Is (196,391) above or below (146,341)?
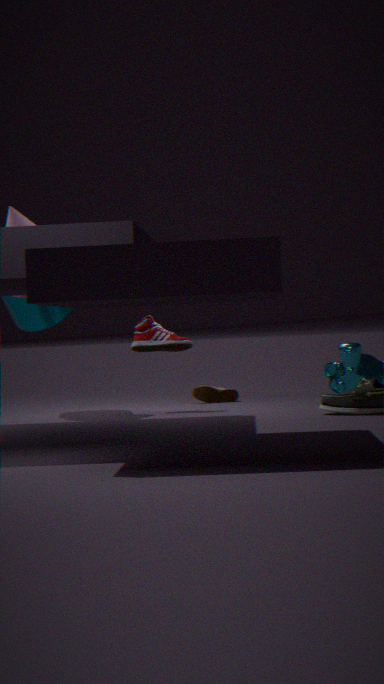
below
